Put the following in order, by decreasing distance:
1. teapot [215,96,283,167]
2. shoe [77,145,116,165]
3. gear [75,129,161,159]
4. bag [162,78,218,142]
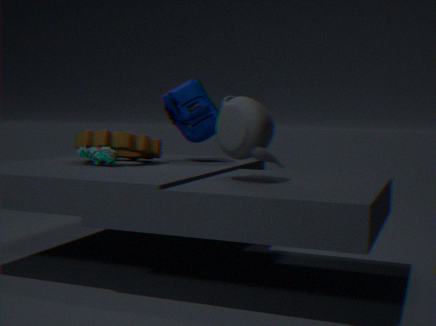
bag [162,78,218,142] < gear [75,129,161,159] < shoe [77,145,116,165] < teapot [215,96,283,167]
